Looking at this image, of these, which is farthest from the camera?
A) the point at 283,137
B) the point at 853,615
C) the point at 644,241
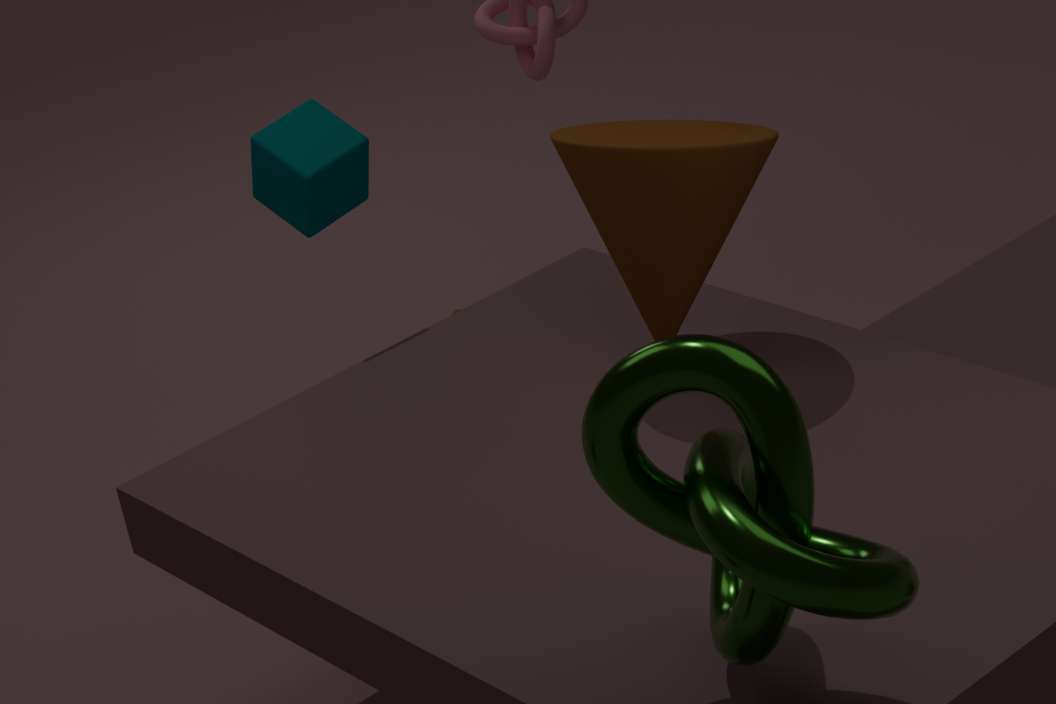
the point at 283,137
